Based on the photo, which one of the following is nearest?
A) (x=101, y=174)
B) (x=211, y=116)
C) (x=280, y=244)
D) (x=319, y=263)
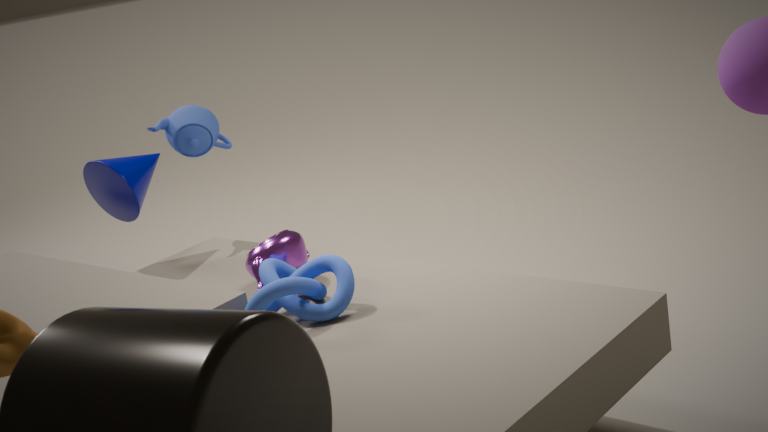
(x=319, y=263)
